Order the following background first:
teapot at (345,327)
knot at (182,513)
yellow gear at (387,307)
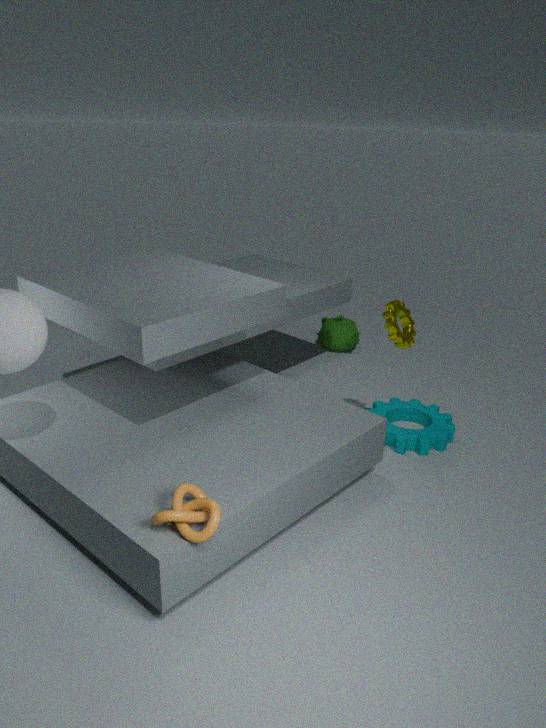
teapot at (345,327), yellow gear at (387,307), knot at (182,513)
